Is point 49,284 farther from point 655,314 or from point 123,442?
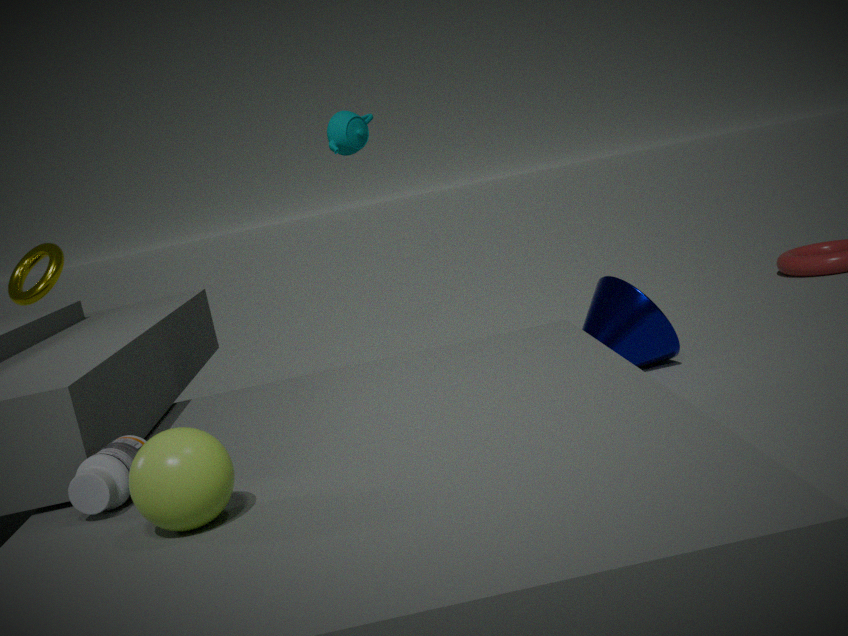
point 655,314
